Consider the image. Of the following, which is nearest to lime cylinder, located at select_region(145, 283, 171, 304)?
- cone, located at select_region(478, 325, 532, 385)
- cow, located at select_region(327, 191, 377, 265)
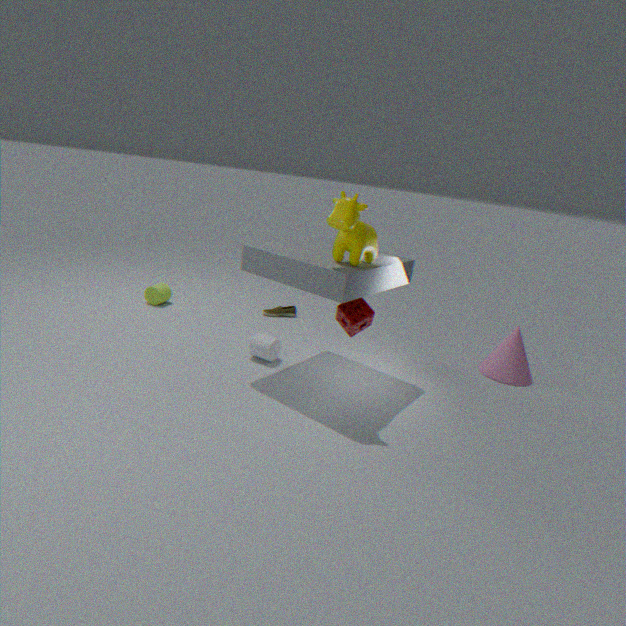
cow, located at select_region(327, 191, 377, 265)
